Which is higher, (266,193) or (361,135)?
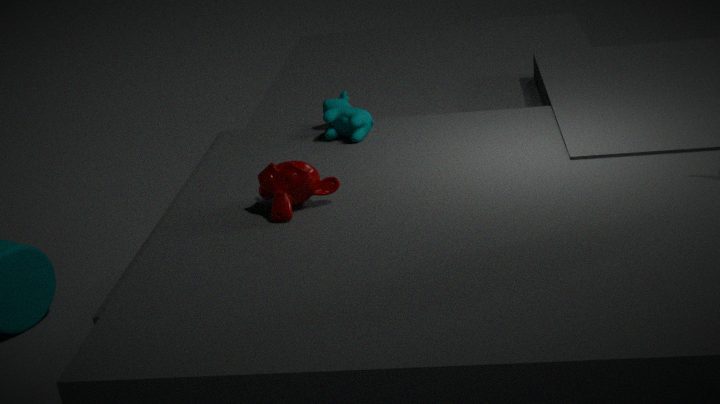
(266,193)
